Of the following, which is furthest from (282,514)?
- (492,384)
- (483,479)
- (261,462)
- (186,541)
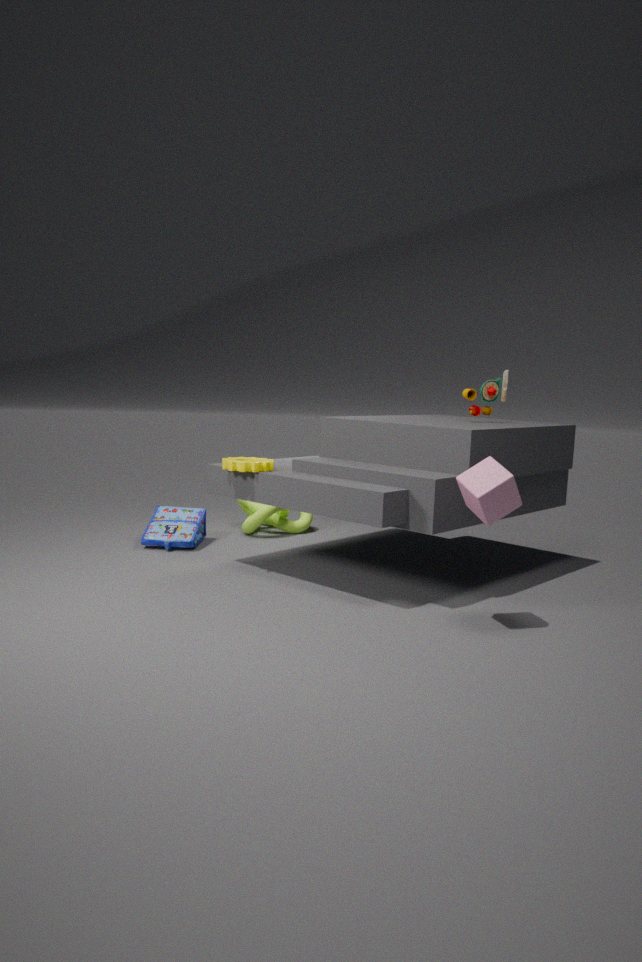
(483,479)
